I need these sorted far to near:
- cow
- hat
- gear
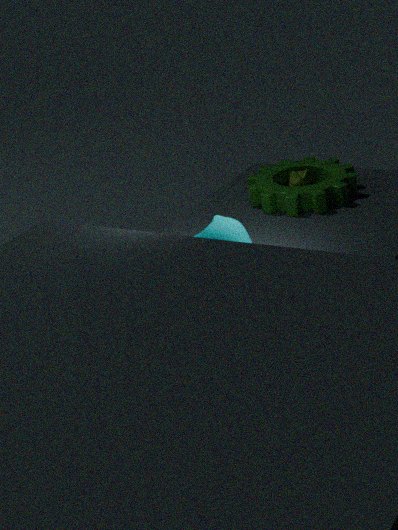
hat → gear → cow
